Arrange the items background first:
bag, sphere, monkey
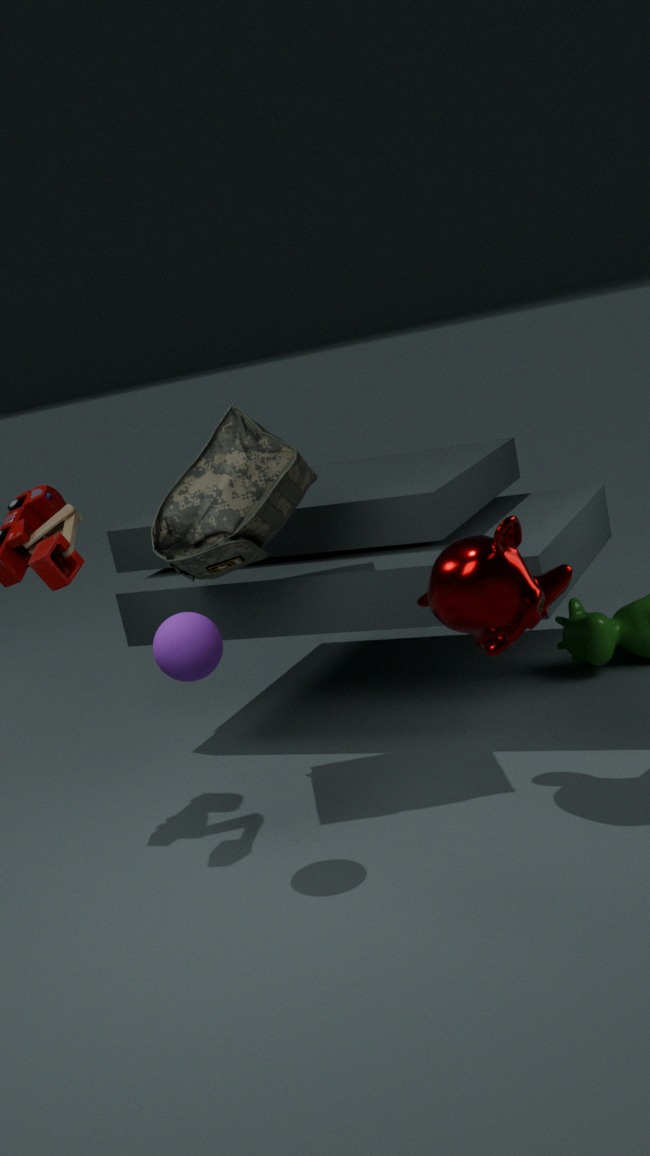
bag < monkey < sphere
